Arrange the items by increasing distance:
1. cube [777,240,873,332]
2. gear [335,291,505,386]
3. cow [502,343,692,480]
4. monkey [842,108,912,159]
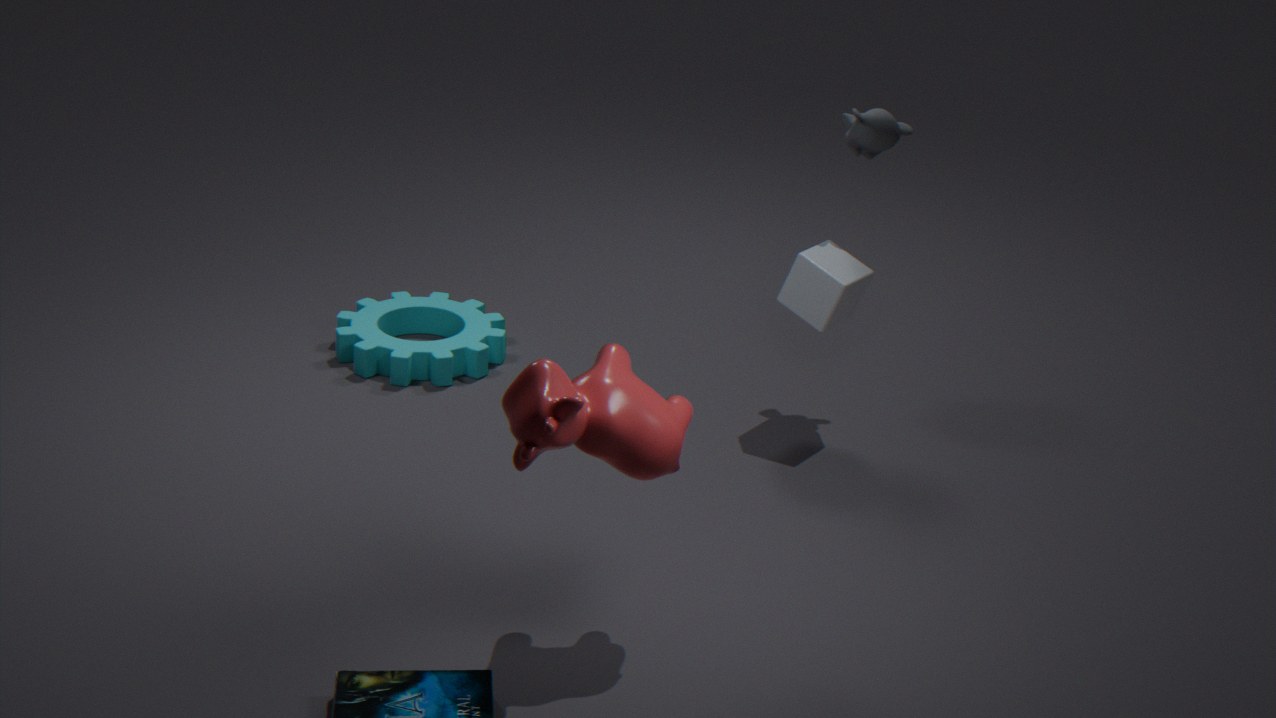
cow [502,343,692,480] → cube [777,240,873,332] → monkey [842,108,912,159] → gear [335,291,505,386]
